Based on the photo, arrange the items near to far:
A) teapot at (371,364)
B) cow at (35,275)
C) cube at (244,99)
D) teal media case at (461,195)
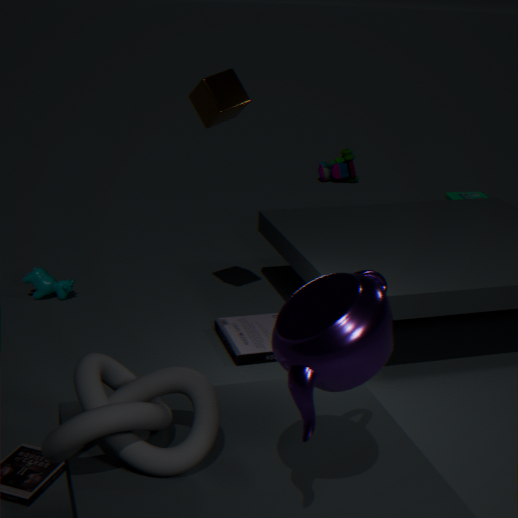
teapot at (371,364), cube at (244,99), cow at (35,275), teal media case at (461,195)
